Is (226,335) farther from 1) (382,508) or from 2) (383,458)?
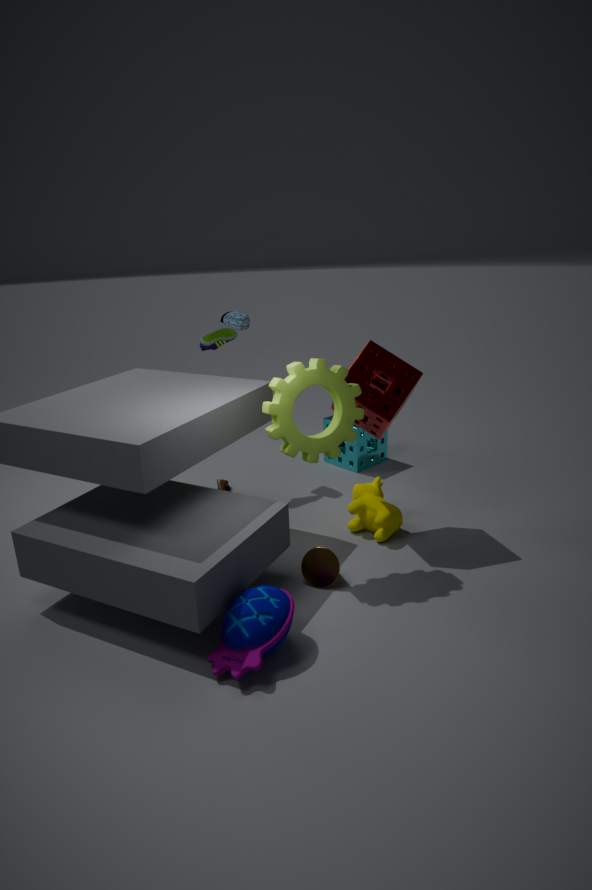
1) (382,508)
